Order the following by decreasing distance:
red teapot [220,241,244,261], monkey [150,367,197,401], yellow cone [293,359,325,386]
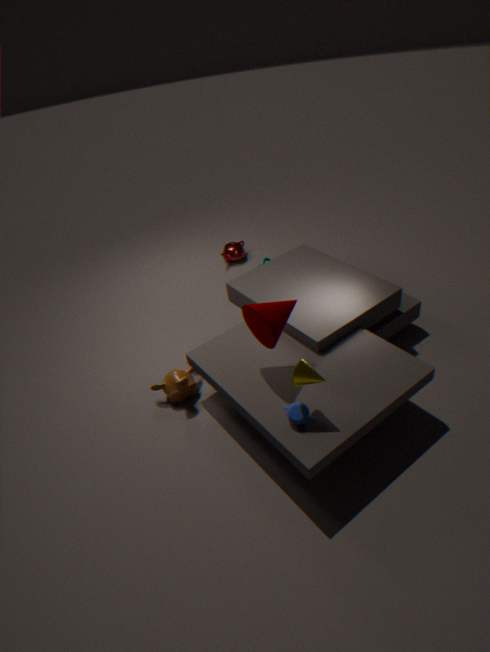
red teapot [220,241,244,261] → monkey [150,367,197,401] → yellow cone [293,359,325,386]
